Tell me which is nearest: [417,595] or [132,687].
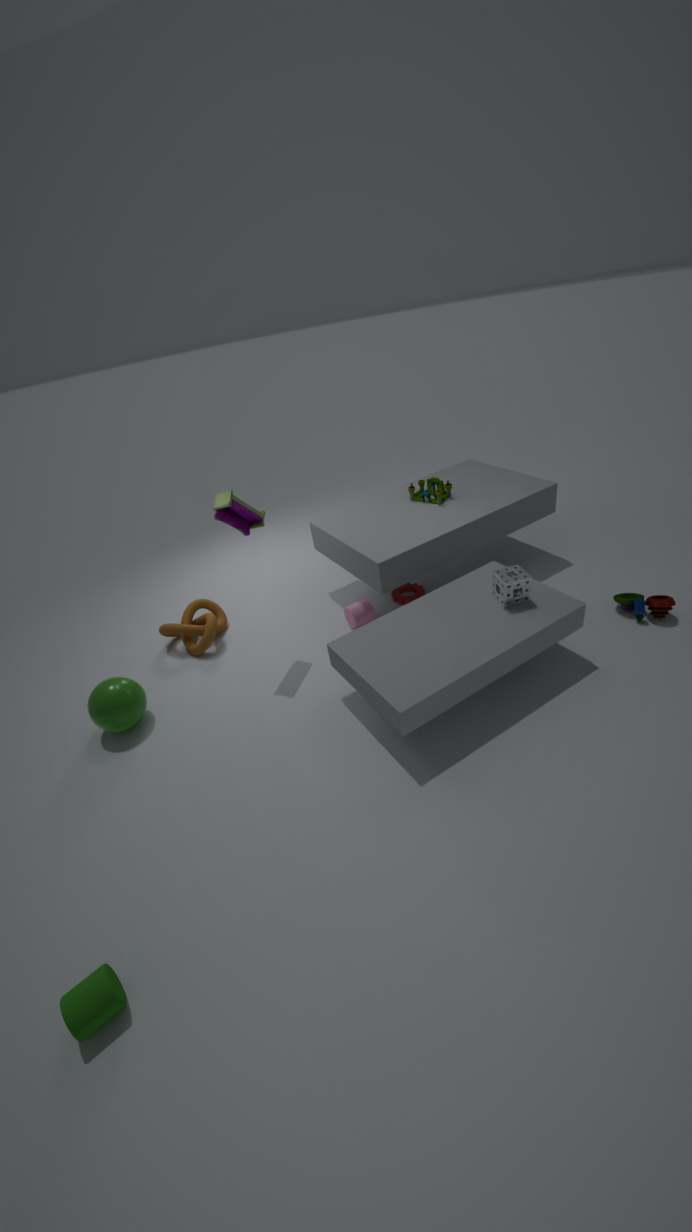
[132,687]
